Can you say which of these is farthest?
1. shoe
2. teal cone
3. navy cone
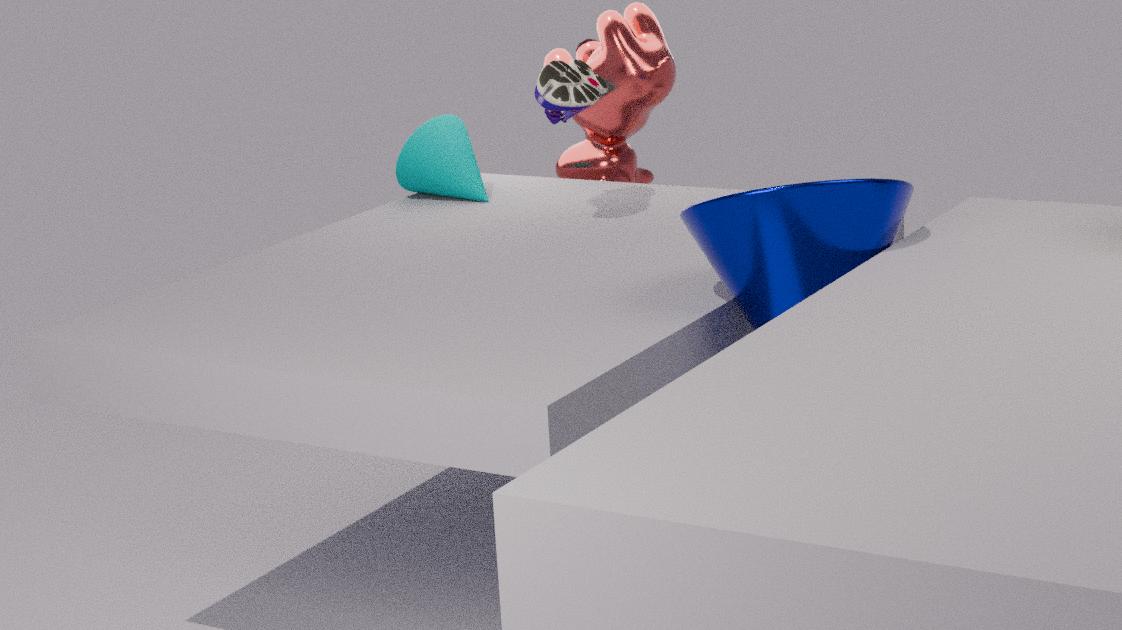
teal cone
